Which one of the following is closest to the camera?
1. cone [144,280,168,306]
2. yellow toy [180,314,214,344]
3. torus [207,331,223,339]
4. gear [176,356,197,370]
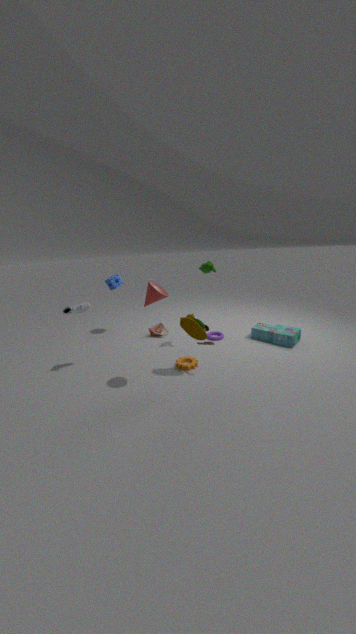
cone [144,280,168,306]
